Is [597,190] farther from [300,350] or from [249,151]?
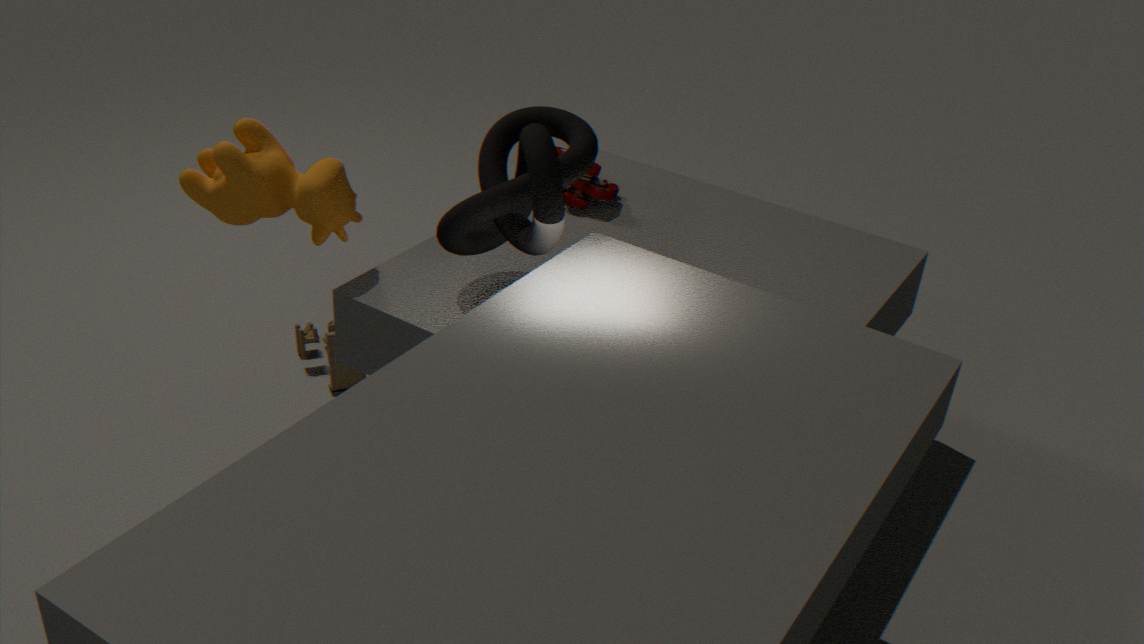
[249,151]
